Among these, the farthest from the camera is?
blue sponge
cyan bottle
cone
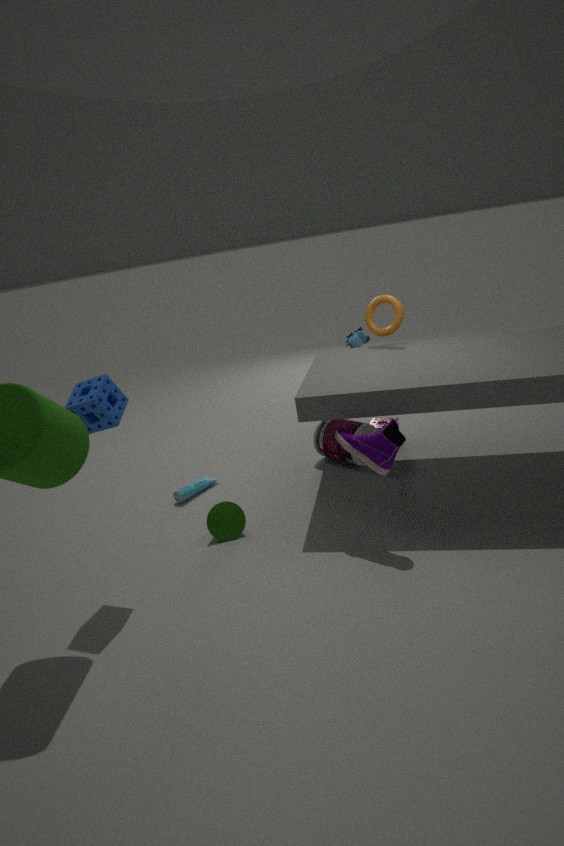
cyan bottle
